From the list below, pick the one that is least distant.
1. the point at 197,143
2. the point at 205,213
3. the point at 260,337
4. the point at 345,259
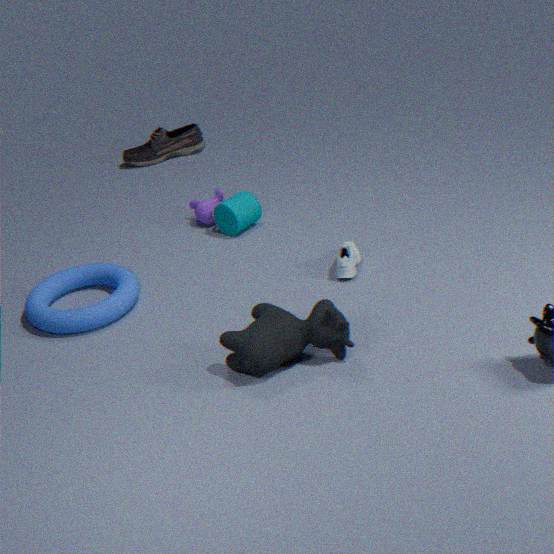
the point at 260,337
